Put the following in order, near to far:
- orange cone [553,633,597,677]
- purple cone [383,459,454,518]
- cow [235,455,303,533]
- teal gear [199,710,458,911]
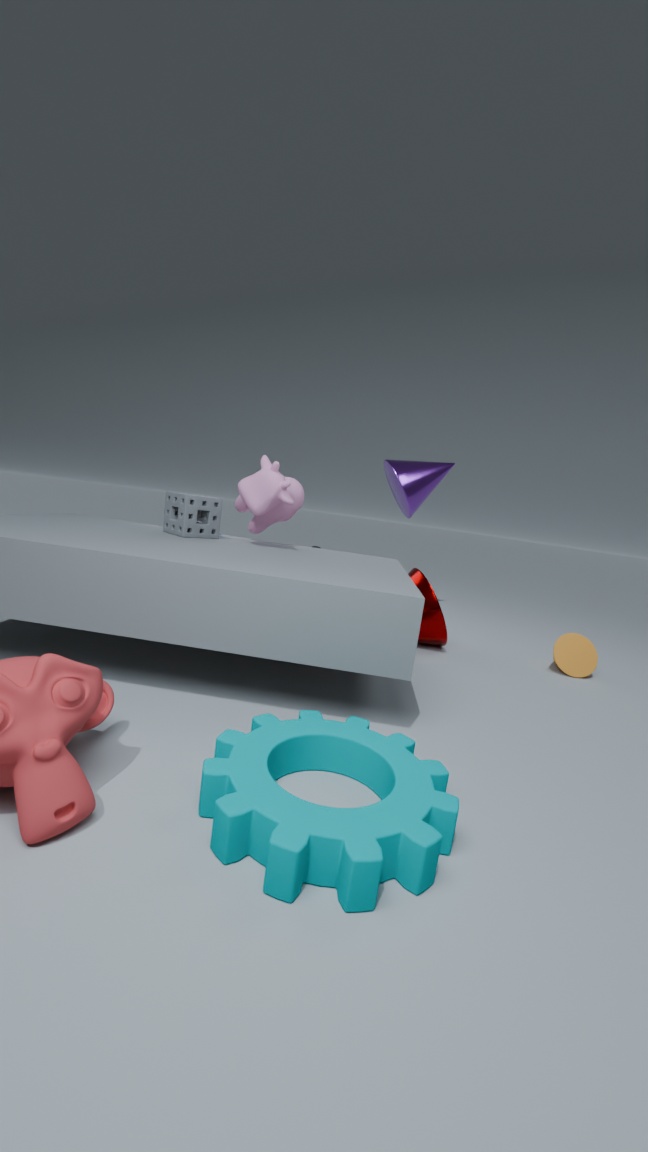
teal gear [199,710,458,911], cow [235,455,303,533], orange cone [553,633,597,677], purple cone [383,459,454,518]
